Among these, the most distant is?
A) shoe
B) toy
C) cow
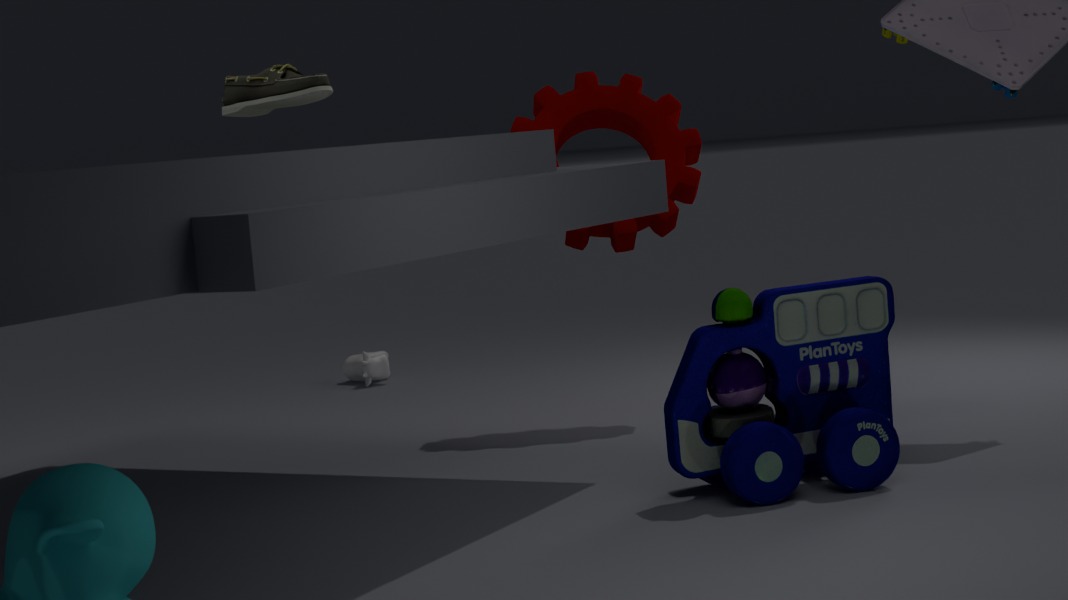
cow
